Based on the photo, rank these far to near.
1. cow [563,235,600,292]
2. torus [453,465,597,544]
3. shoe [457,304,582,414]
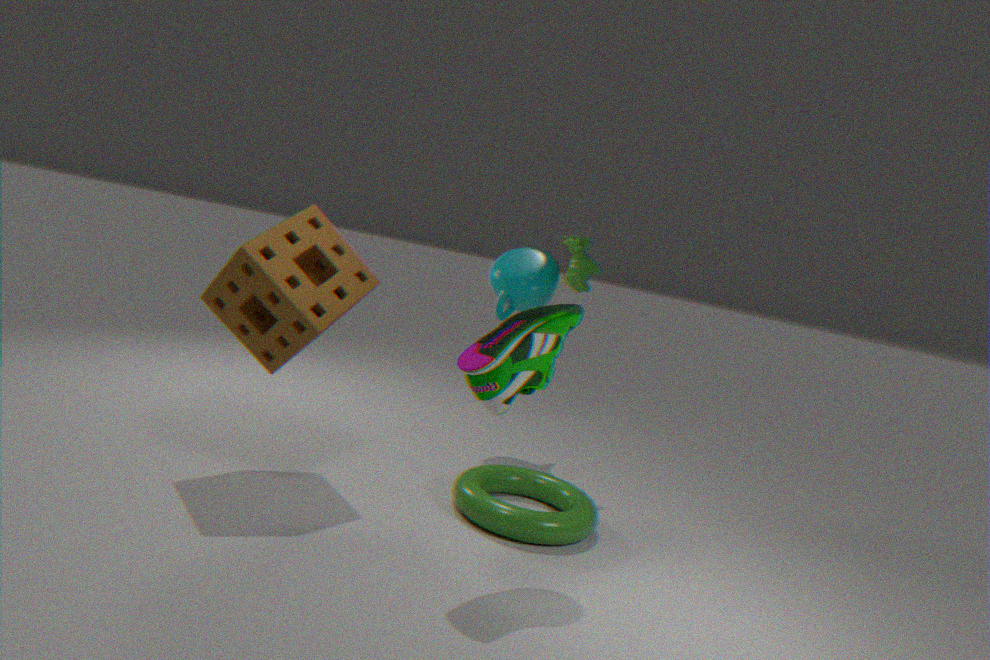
cow [563,235,600,292]
torus [453,465,597,544]
shoe [457,304,582,414]
